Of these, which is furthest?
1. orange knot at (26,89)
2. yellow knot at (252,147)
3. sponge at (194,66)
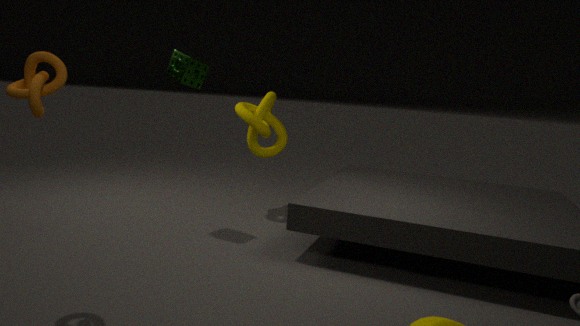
yellow knot at (252,147)
